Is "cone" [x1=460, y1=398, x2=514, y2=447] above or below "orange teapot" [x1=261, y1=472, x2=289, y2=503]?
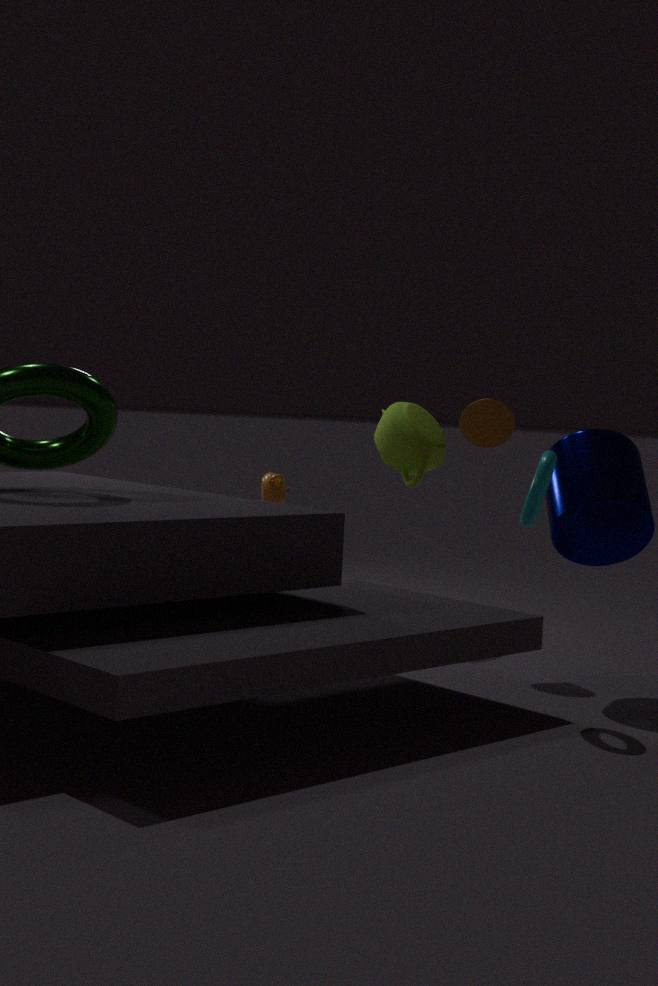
above
